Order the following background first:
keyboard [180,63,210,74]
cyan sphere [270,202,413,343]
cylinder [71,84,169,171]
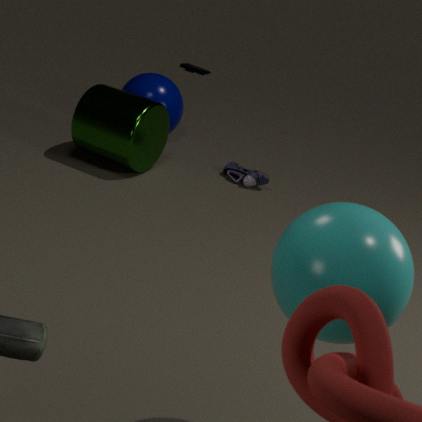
keyboard [180,63,210,74]
cylinder [71,84,169,171]
cyan sphere [270,202,413,343]
